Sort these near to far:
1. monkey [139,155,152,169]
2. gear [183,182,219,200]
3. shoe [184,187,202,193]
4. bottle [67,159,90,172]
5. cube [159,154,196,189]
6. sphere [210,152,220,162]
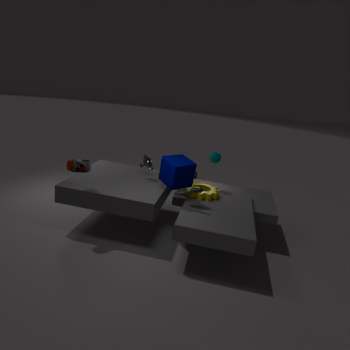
bottle [67,159,90,172], shoe [184,187,202,193], cube [159,154,196,189], gear [183,182,219,200], monkey [139,155,152,169], sphere [210,152,220,162]
